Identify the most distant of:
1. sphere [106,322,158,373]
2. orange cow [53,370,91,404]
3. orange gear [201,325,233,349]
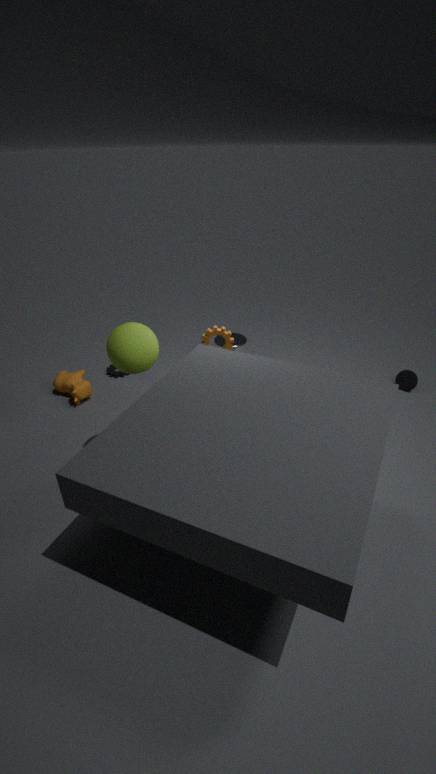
orange cow [53,370,91,404]
